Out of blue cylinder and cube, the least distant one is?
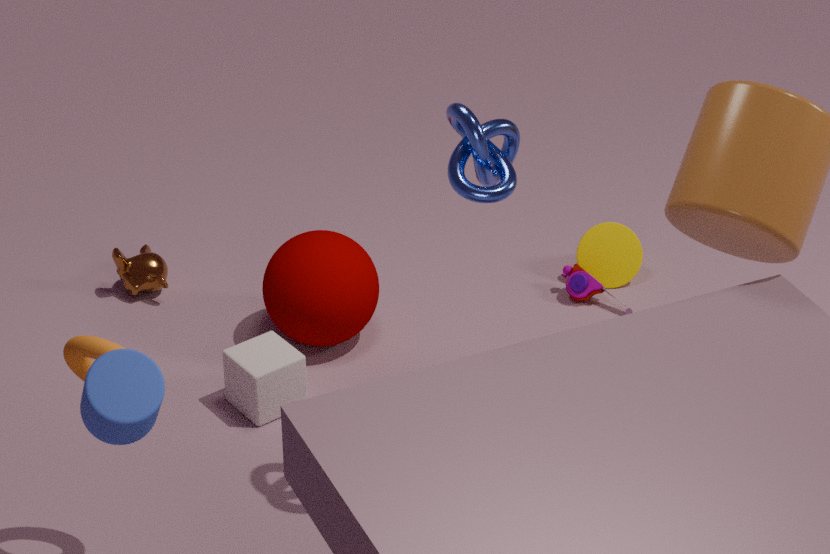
blue cylinder
